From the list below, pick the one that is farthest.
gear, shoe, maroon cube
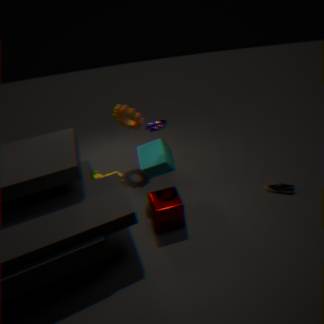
gear
